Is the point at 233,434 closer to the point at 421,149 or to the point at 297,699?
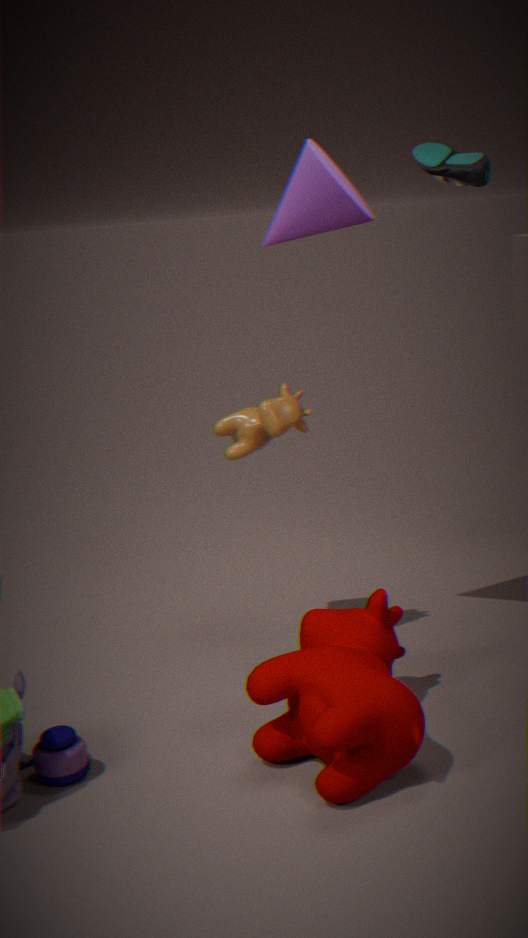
the point at 297,699
